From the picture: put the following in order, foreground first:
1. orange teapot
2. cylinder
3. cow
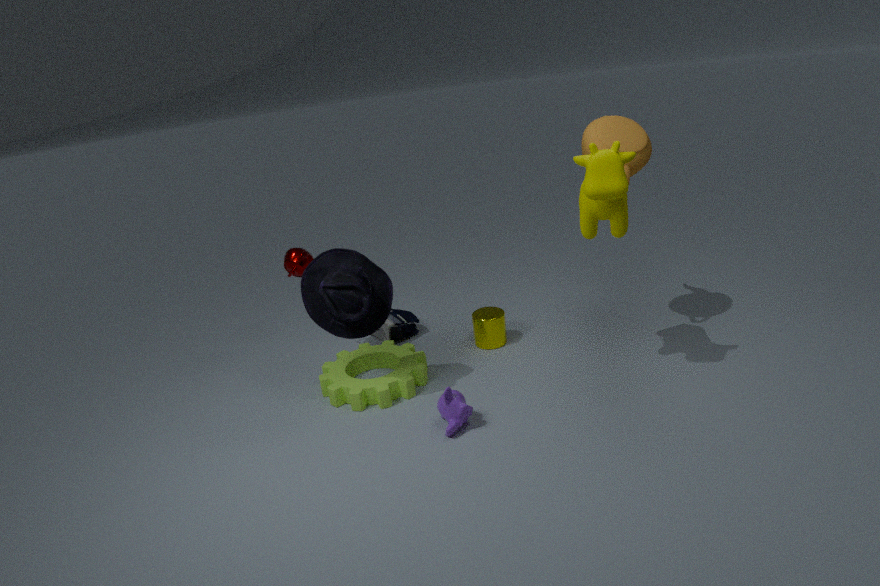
cow
orange teapot
cylinder
